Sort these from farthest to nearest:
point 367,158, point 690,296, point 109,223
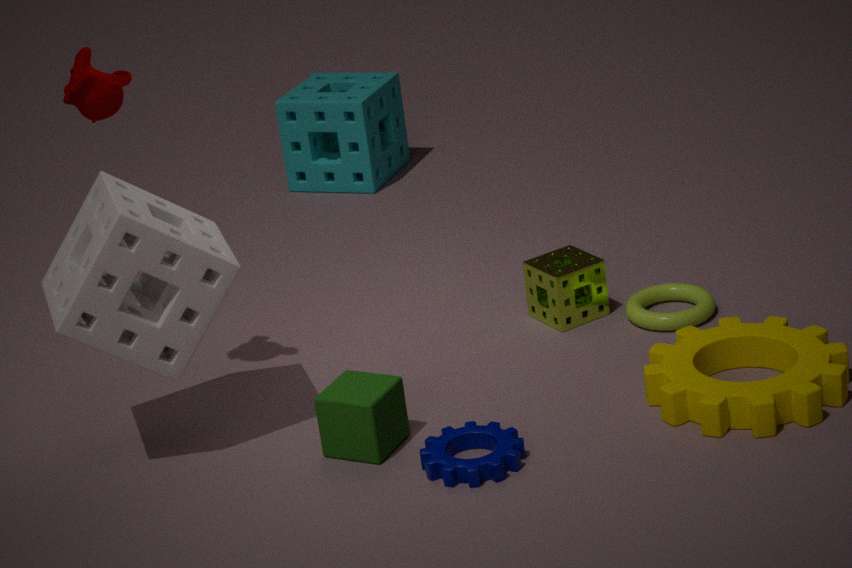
point 367,158 < point 690,296 < point 109,223
